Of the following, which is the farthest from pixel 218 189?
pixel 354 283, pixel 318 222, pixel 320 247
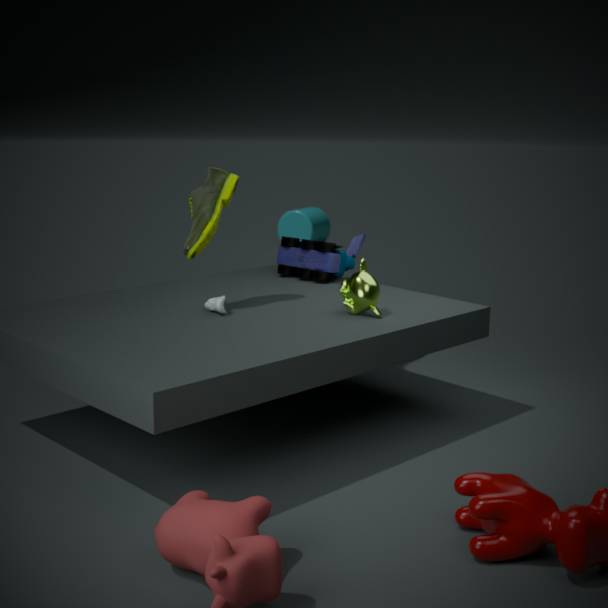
pixel 318 222
